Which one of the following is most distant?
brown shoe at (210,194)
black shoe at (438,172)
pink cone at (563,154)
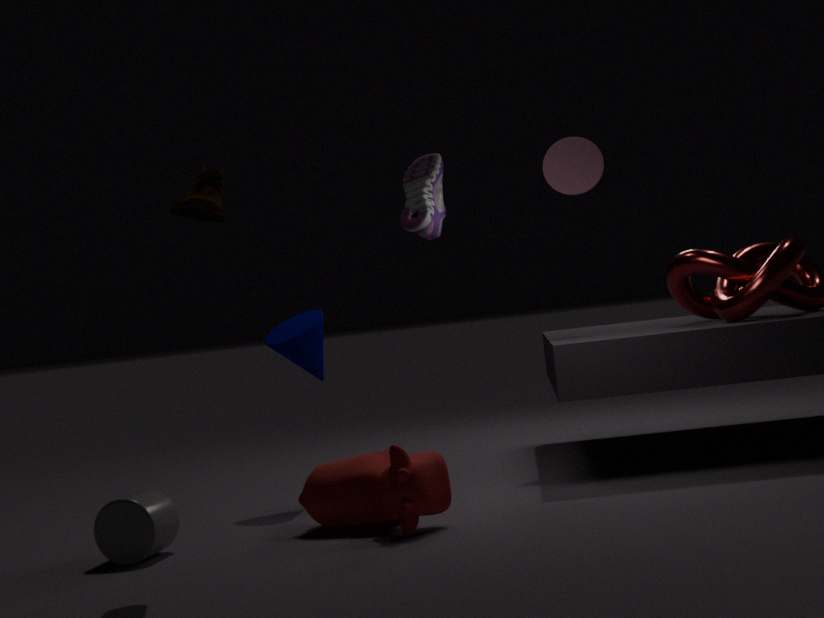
pink cone at (563,154)
